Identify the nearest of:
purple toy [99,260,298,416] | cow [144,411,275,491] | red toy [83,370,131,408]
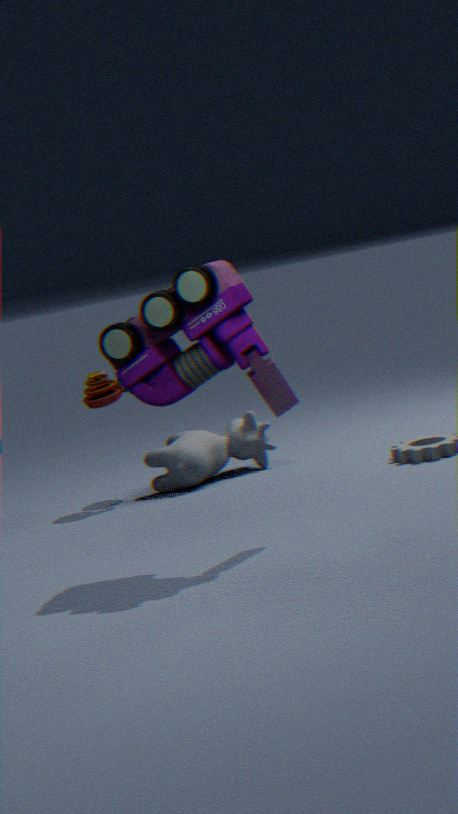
purple toy [99,260,298,416]
